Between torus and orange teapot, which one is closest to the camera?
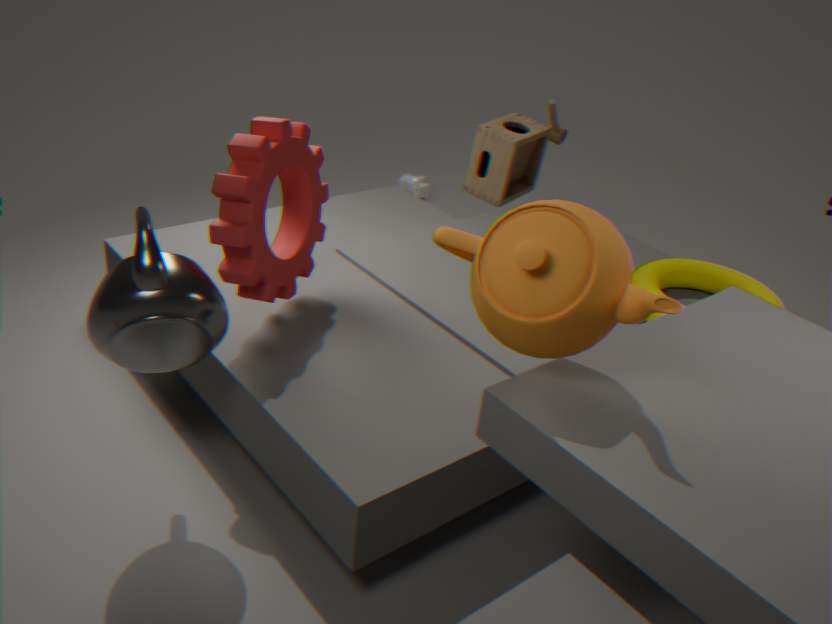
orange teapot
